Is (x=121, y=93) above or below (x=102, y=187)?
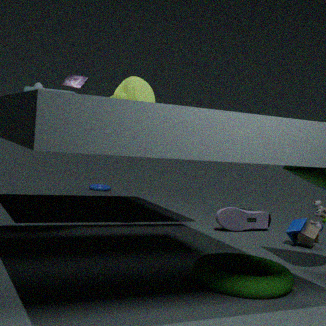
above
